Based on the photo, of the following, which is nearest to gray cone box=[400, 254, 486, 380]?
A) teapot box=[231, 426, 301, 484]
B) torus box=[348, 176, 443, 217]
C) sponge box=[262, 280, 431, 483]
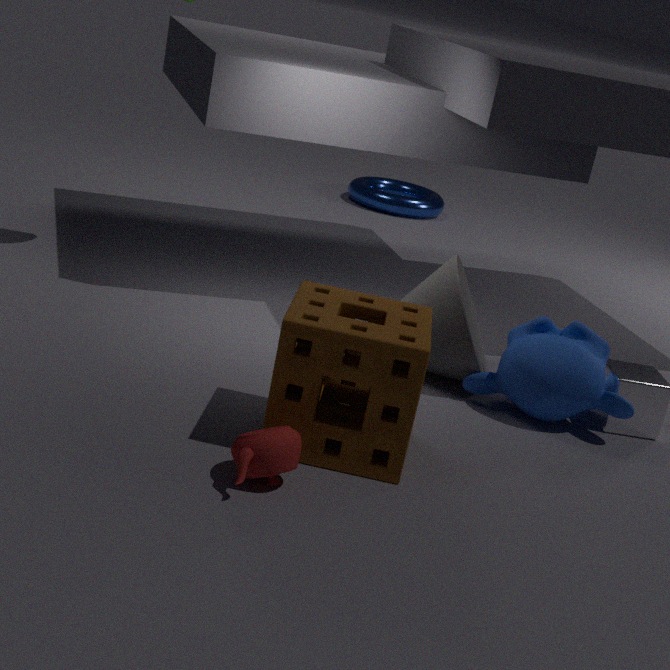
sponge box=[262, 280, 431, 483]
